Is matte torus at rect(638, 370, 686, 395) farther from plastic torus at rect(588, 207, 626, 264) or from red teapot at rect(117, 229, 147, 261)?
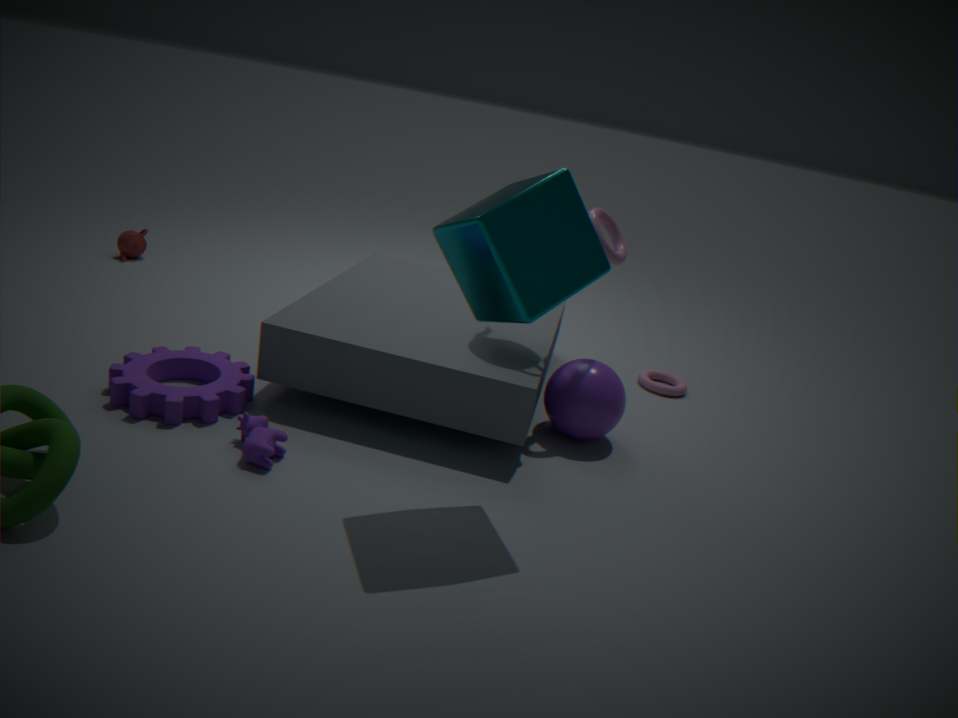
red teapot at rect(117, 229, 147, 261)
